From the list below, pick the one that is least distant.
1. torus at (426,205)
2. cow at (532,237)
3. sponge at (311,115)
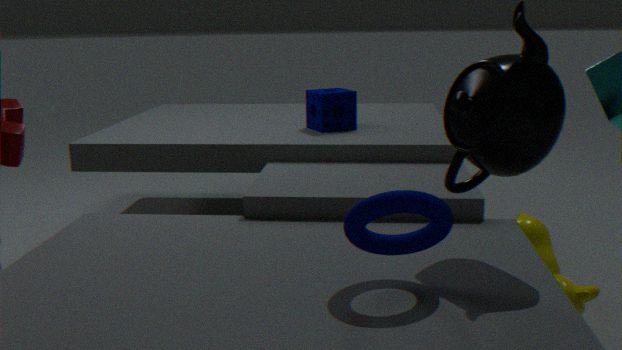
torus at (426,205)
